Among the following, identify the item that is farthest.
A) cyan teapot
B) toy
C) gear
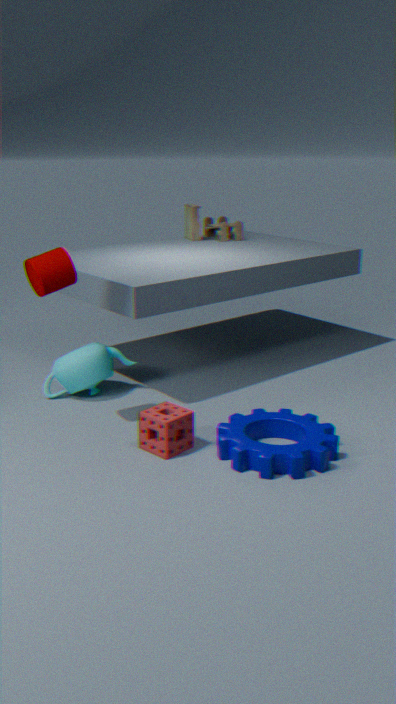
toy
